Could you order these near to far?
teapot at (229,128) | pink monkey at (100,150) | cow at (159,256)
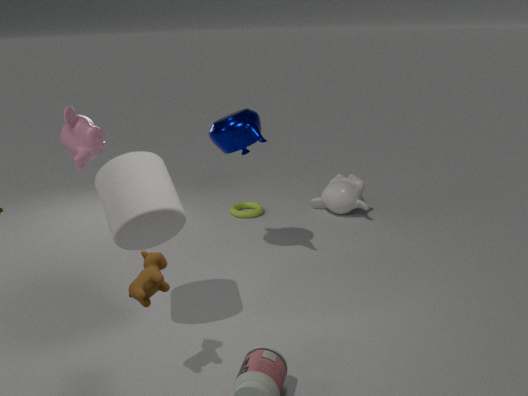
cow at (159,256) → teapot at (229,128) → pink monkey at (100,150)
